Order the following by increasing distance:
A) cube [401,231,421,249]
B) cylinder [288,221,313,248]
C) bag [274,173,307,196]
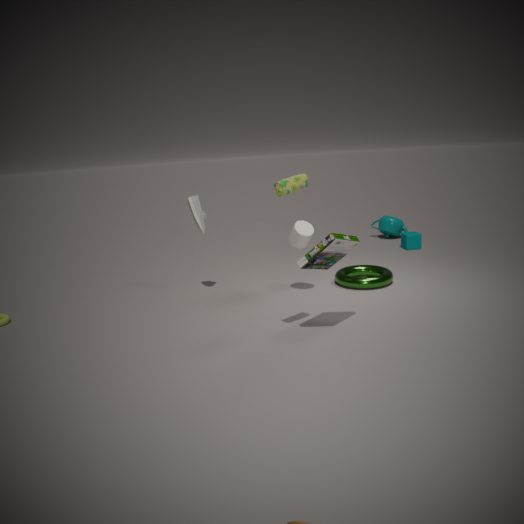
bag [274,173,307,196] → cylinder [288,221,313,248] → cube [401,231,421,249]
